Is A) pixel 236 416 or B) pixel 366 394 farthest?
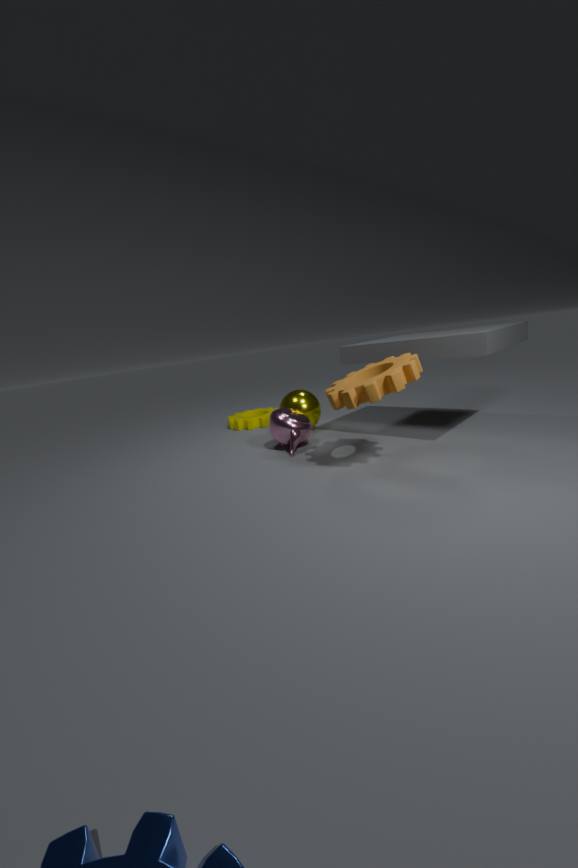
A. pixel 236 416
